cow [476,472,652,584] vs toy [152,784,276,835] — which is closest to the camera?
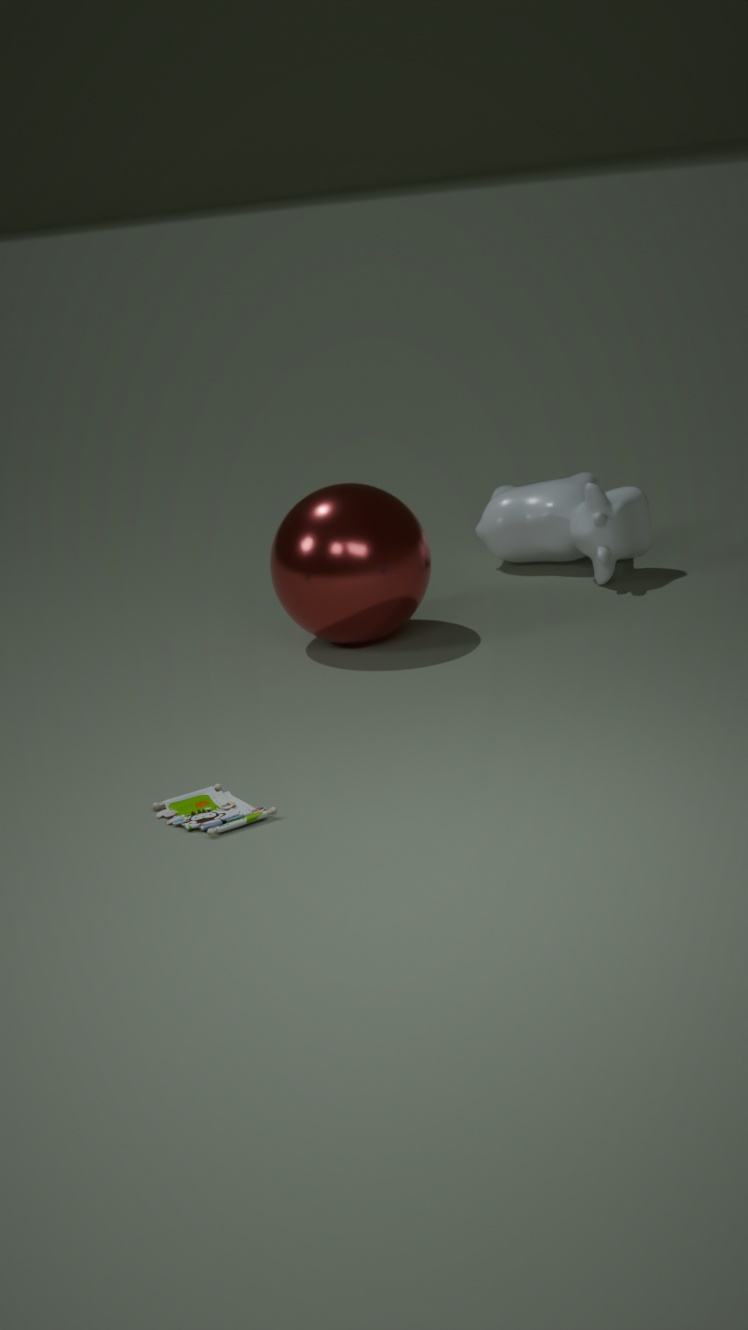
toy [152,784,276,835]
